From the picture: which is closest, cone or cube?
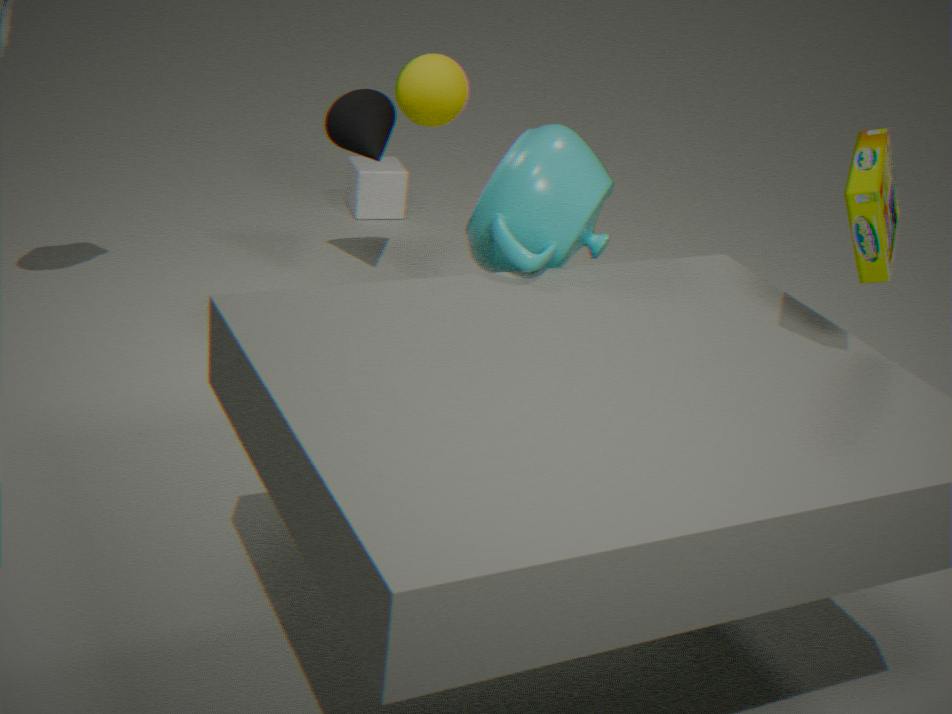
cone
